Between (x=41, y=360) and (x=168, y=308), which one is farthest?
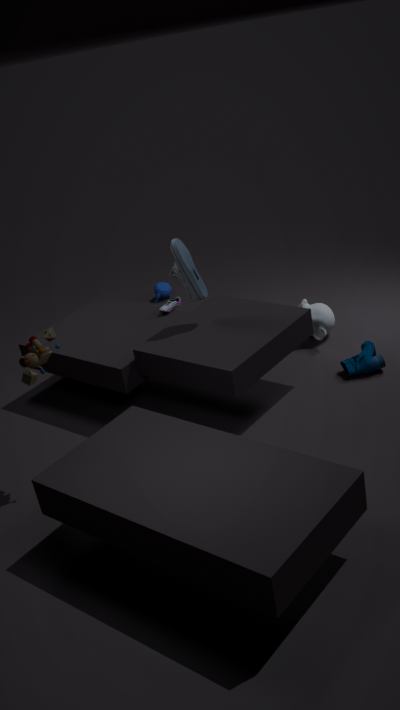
(x=168, y=308)
